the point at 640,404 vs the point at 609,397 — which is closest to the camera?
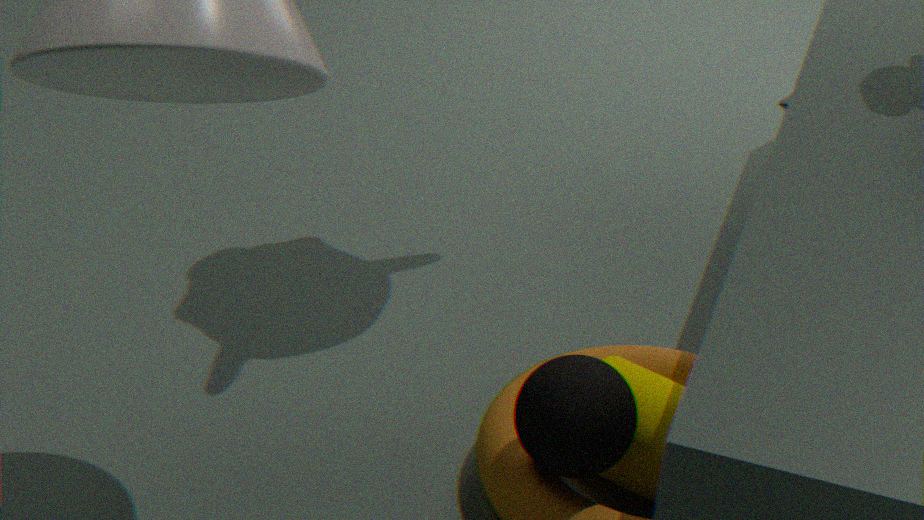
the point at 609,397
